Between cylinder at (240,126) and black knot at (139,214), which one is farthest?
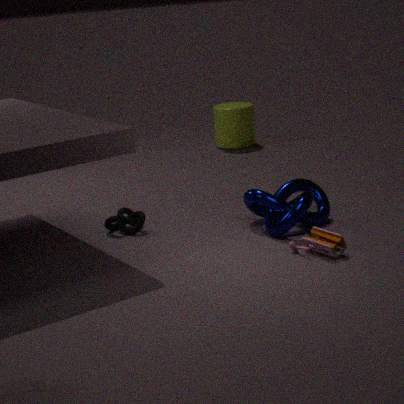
cylinder at (240,126)
